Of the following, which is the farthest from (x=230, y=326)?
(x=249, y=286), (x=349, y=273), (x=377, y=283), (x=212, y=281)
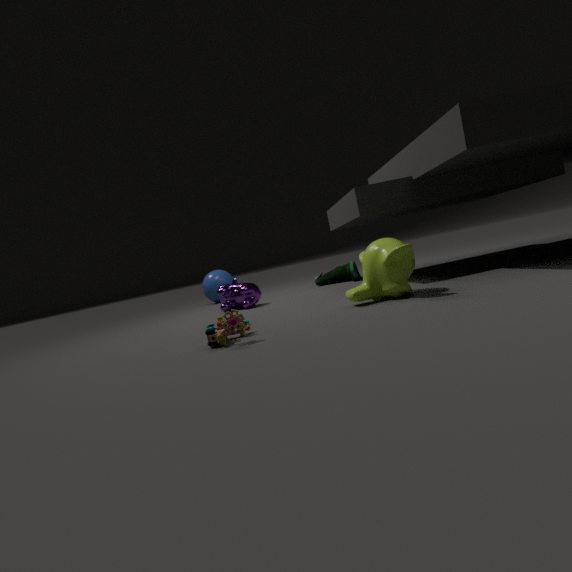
(x=212, y=281)
